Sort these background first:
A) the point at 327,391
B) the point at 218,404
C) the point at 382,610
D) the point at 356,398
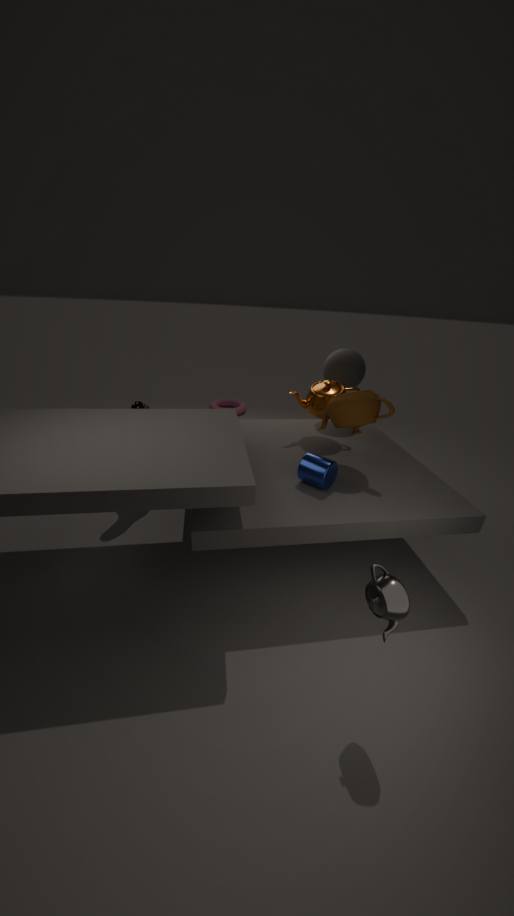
1. the point at 218,404
2. the point at 327,391
3. the point at 356,398
4. the point at 382,610
